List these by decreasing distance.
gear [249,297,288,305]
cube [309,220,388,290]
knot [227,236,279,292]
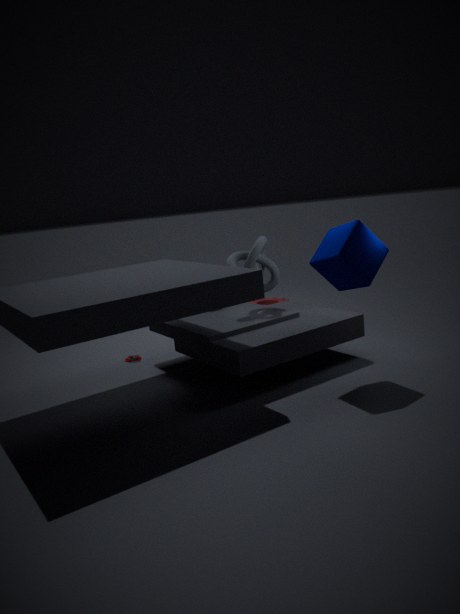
1. gear [249,297,288,305]
2. knot [227,236,279,292]
3. cube [309,220,388,290]
